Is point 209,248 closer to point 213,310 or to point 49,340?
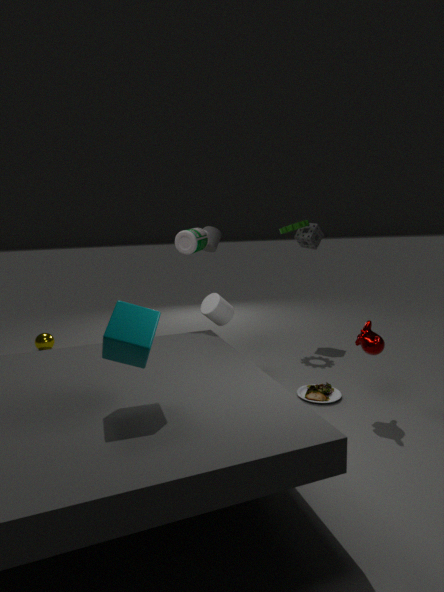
point 213,310
